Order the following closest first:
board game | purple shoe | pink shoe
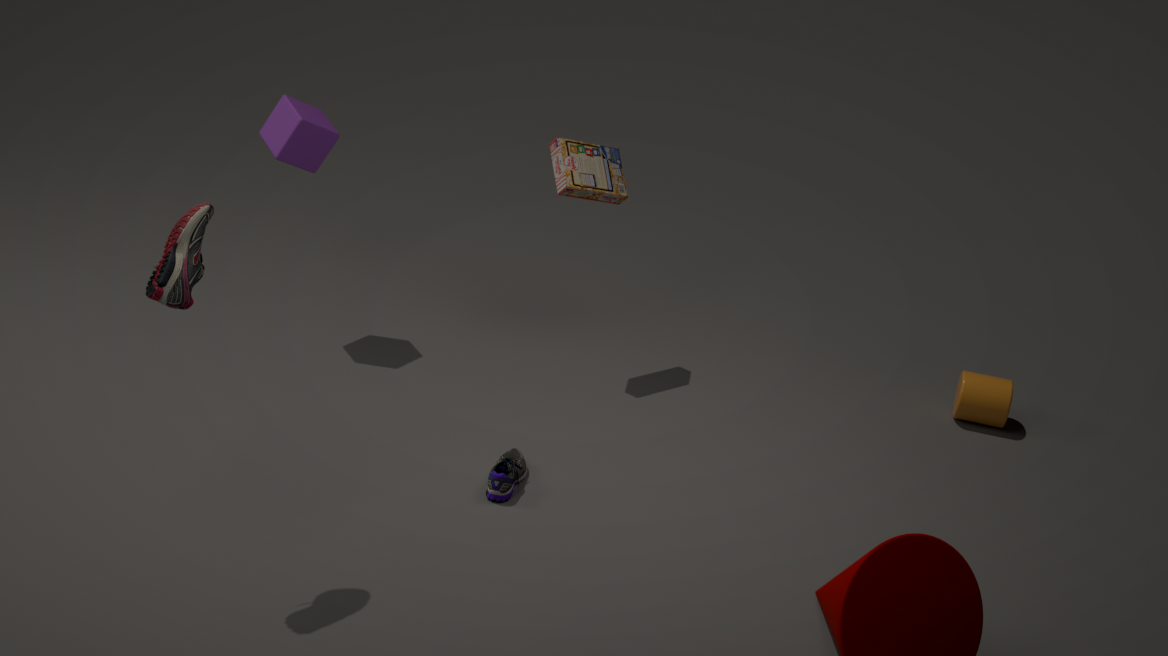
1. pink shoe
2. purple shoe
3. board game
